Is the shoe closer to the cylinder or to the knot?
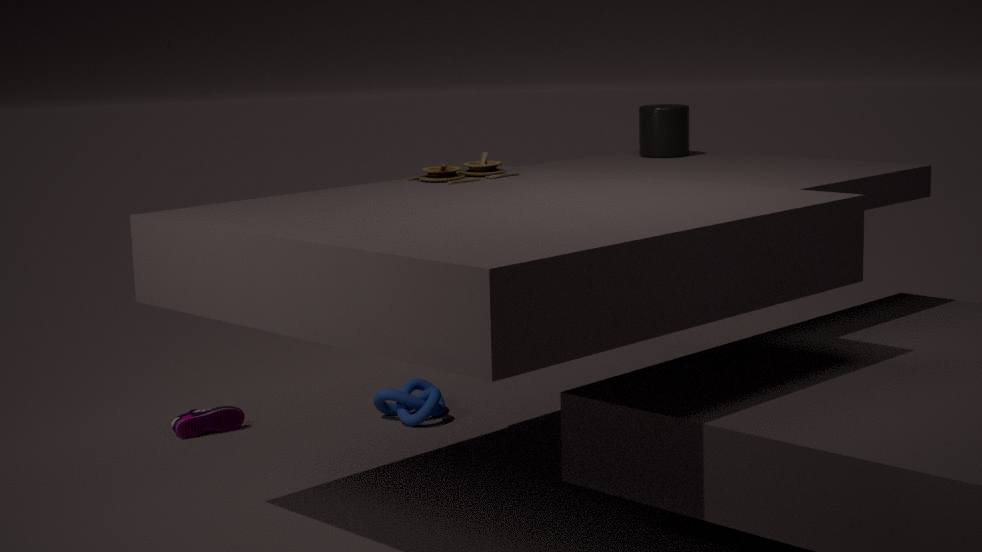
the knot
